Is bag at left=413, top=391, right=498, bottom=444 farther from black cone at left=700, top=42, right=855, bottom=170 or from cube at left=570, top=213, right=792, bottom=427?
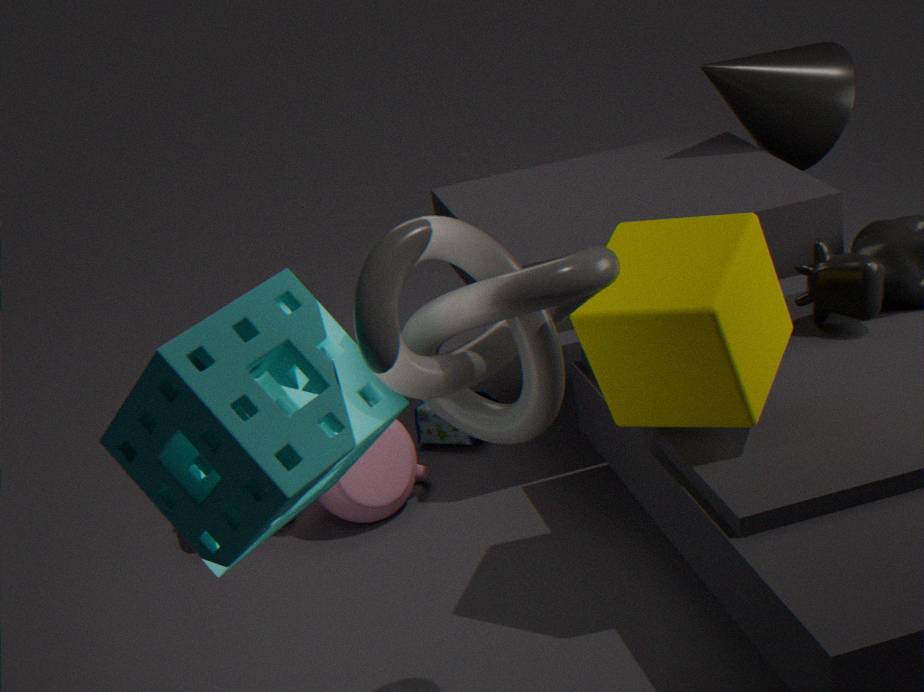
black cone at left=700, top=42, right=855, bottom=170
